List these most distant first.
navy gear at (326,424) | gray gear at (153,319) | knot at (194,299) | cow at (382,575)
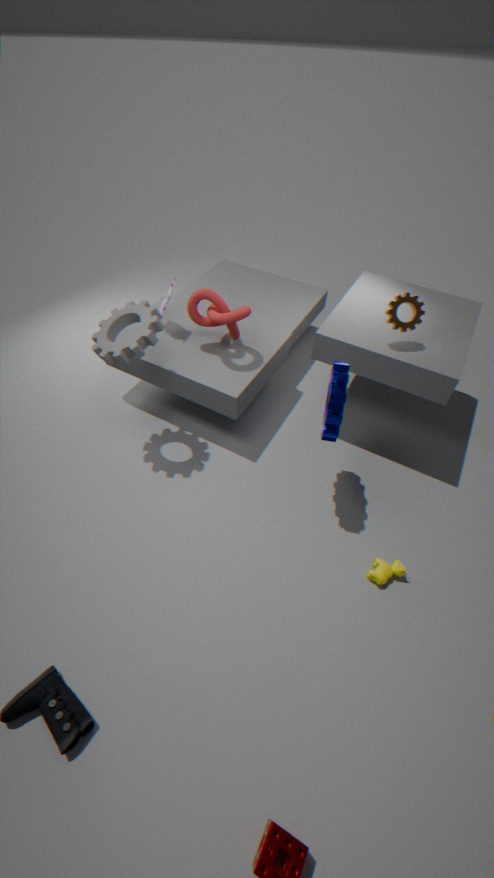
knot at (194,299)
gray gear at (153,319)
cow at (382,575)
navy gear at (326,424)
